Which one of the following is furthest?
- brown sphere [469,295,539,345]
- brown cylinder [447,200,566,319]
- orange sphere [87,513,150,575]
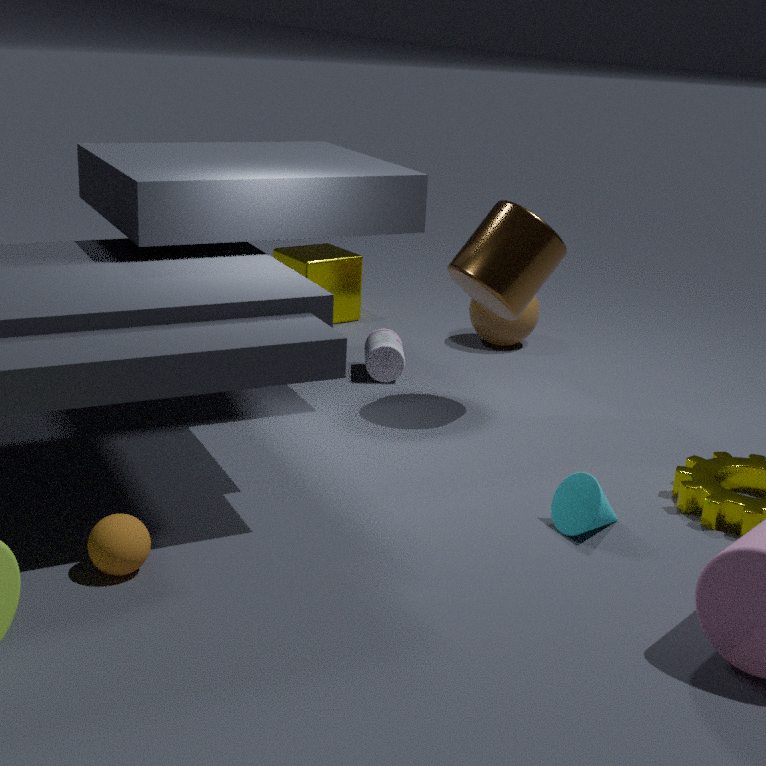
brown sphere [469,295,539,345]
